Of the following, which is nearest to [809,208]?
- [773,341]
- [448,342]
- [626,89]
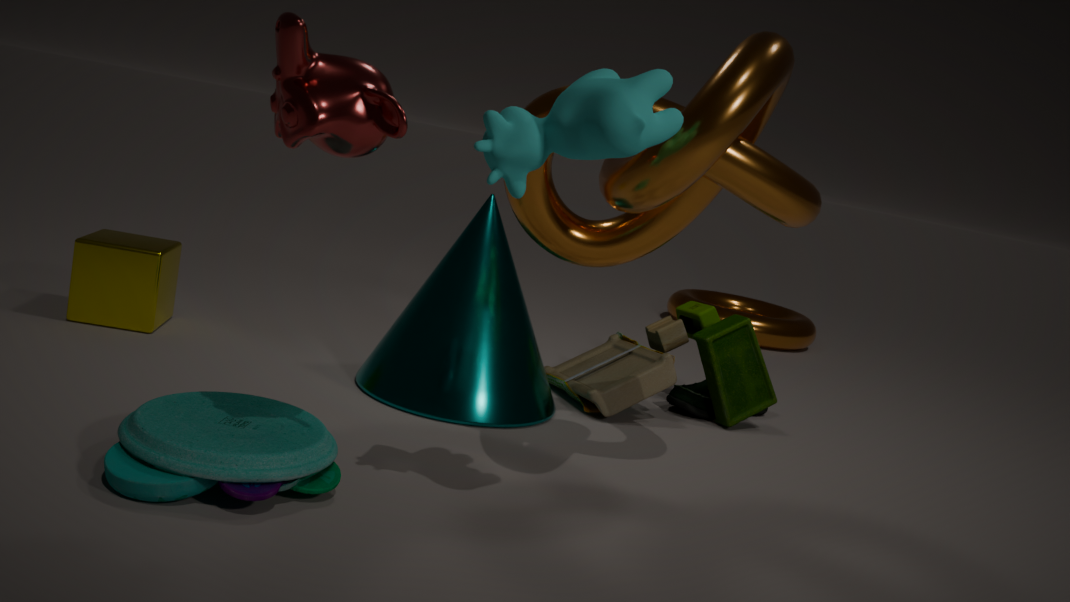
[626,89]
